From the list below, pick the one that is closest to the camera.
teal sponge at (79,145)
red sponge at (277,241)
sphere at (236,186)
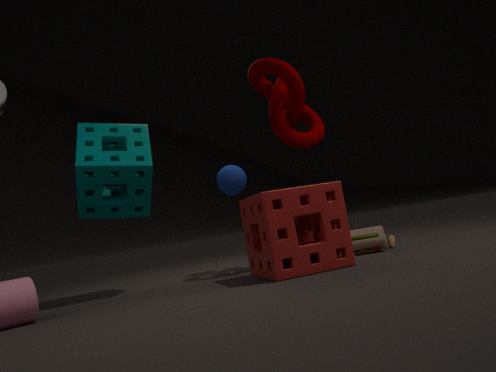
red sponge at (277,241)
